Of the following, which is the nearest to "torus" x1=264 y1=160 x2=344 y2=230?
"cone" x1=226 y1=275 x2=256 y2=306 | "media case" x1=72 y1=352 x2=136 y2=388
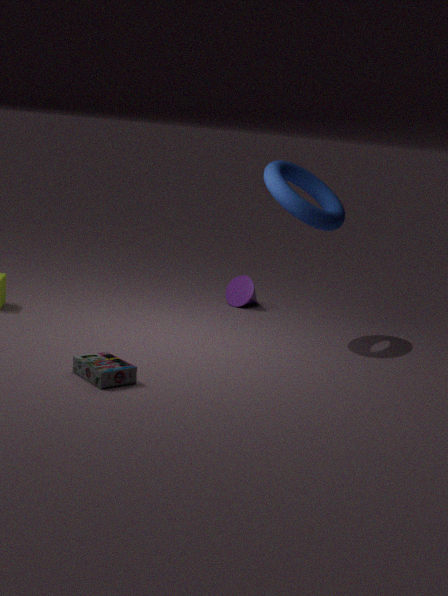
"cone" x1=226 y1=275 x2=256 y2=306
